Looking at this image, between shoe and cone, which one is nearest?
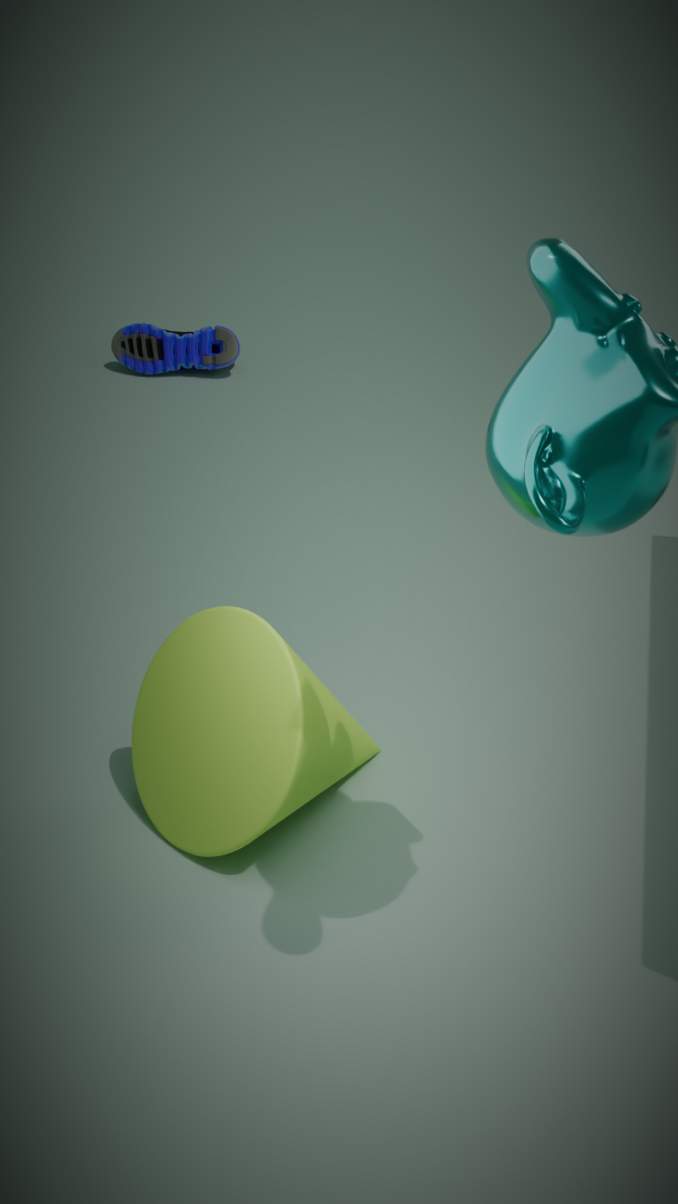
cone
